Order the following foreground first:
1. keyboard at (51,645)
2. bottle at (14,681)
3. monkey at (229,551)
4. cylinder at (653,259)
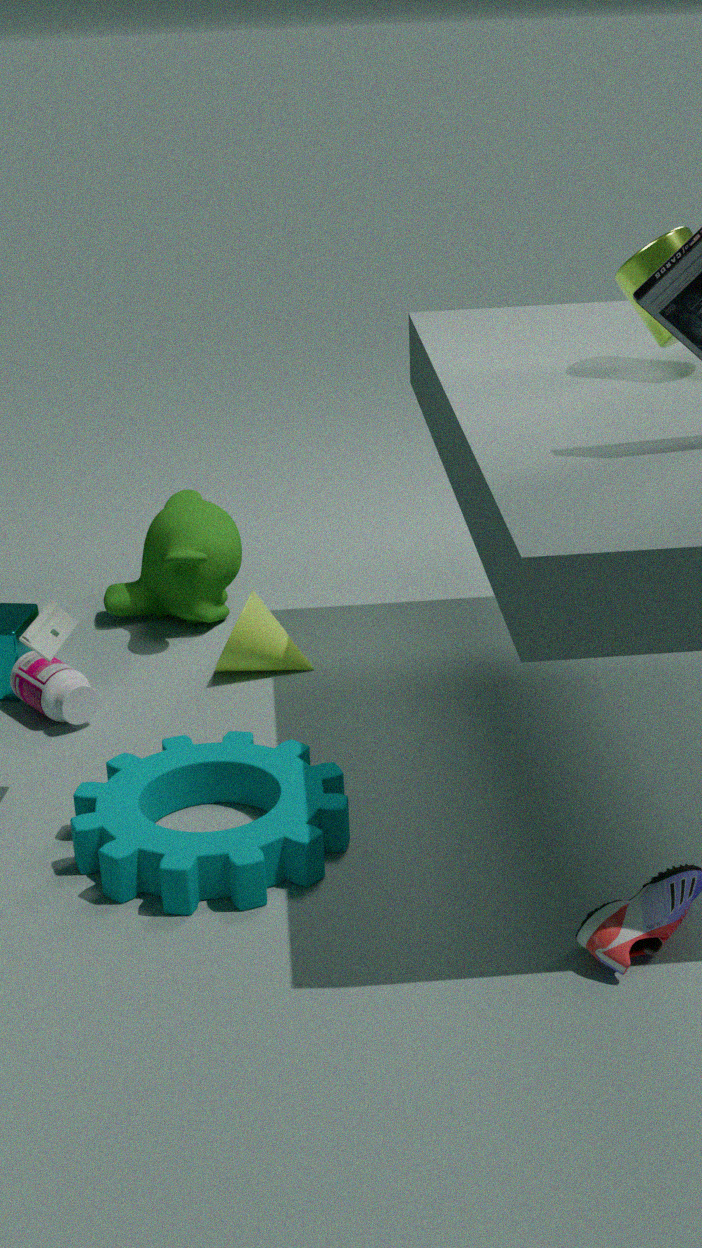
keyboard at (51,645) < cylinder at (653,259) < bottle at (14,681) < monkey at (229,551)
